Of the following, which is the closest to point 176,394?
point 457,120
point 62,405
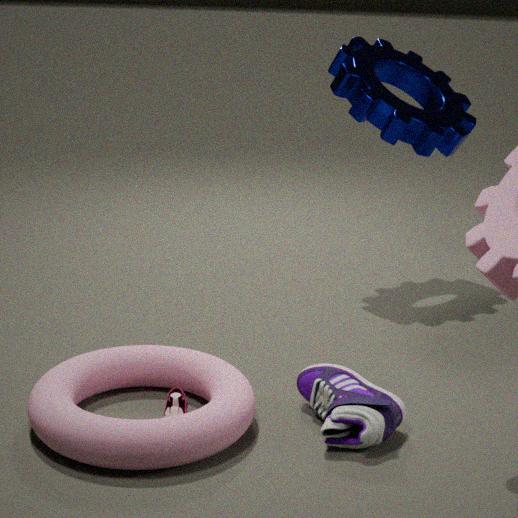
point 62,405
